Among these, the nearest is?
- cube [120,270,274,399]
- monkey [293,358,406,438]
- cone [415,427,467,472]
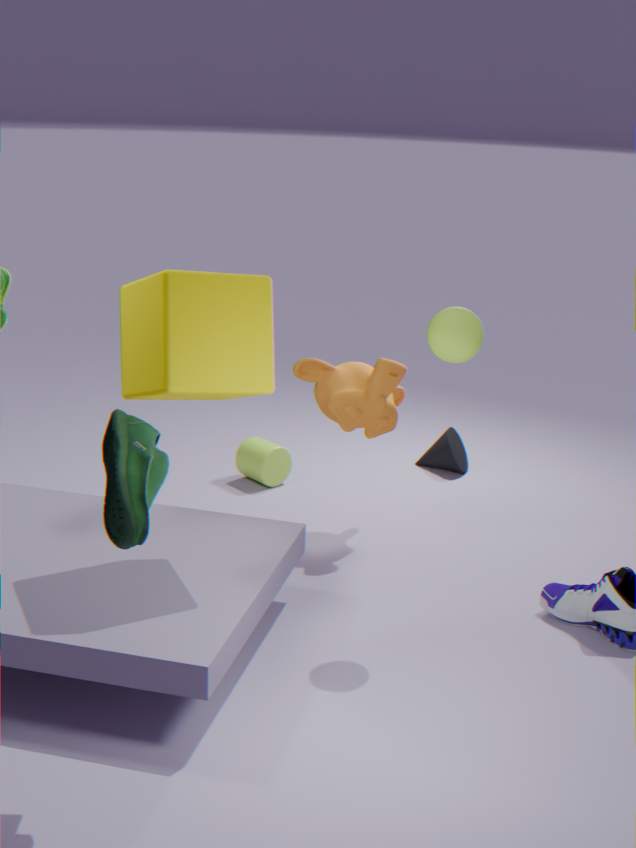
cube [120,270,274,399]
